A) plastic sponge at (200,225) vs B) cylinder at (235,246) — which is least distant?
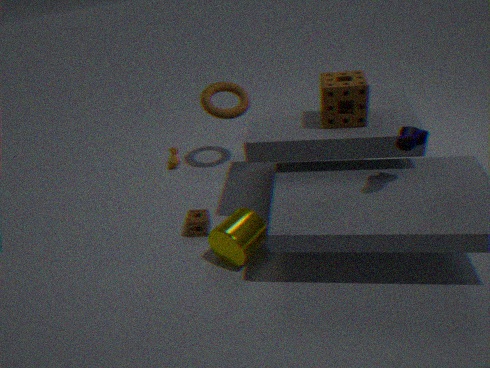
B. cylinder at (235,246)
